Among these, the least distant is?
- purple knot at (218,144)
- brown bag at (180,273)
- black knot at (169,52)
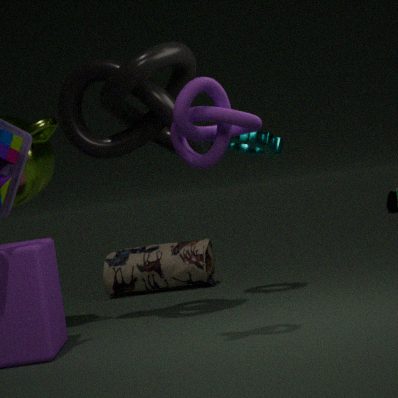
purple knot at (218,144)
